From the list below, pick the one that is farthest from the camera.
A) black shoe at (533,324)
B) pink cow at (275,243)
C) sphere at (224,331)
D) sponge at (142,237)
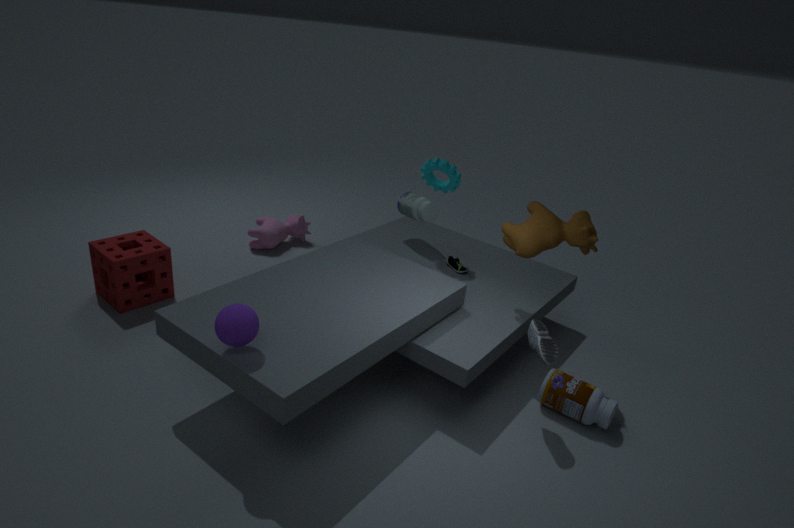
pink cow at (275,243)
